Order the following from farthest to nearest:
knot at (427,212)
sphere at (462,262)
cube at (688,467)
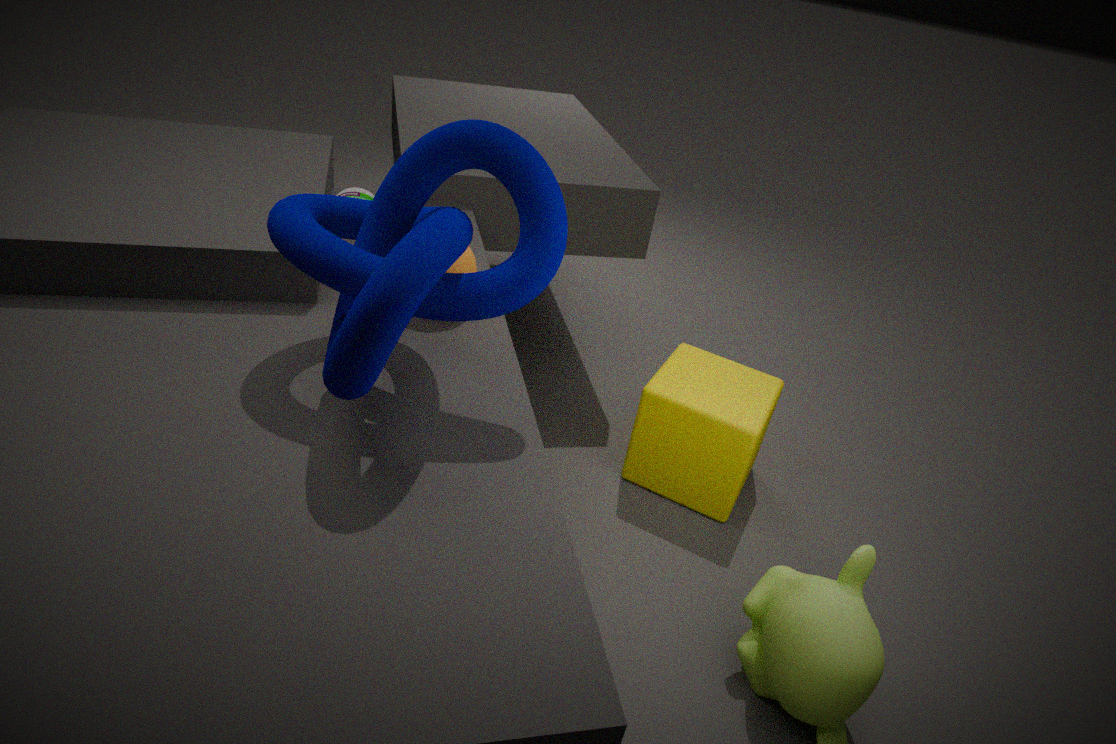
cube at (688,467), sphere at (462,262), knot at (427,212)
